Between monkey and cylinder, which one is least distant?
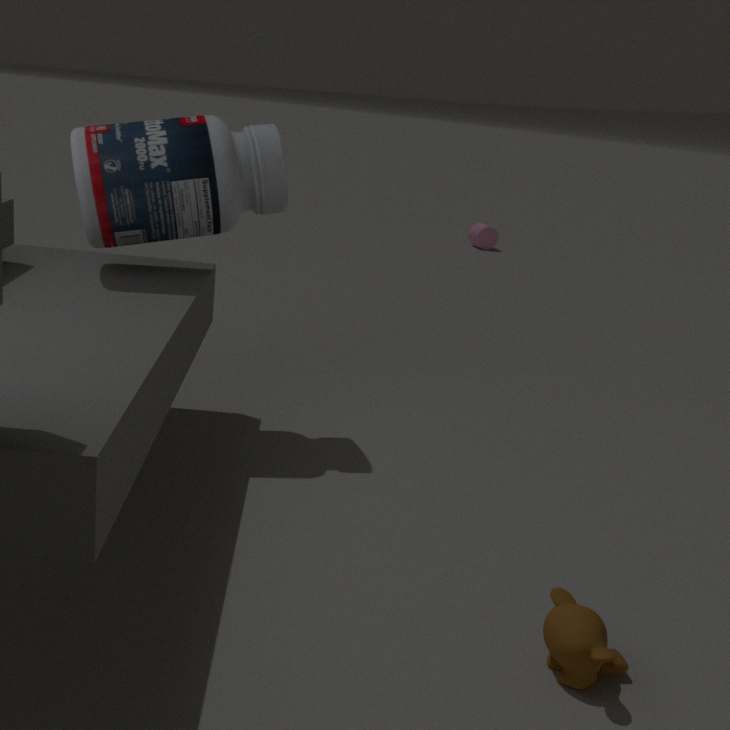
monkey
